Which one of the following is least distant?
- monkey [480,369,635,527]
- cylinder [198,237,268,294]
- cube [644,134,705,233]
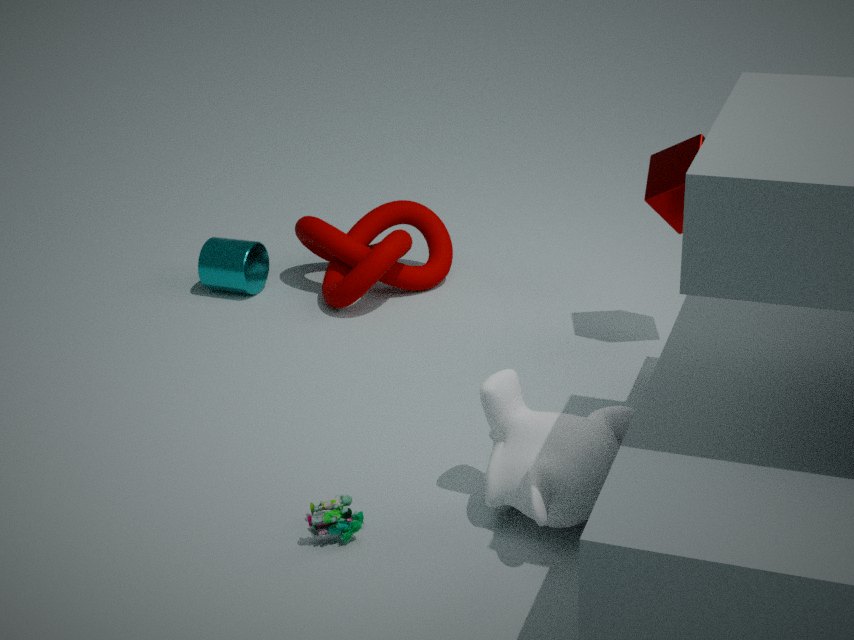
monkey [480,369,635,527]
